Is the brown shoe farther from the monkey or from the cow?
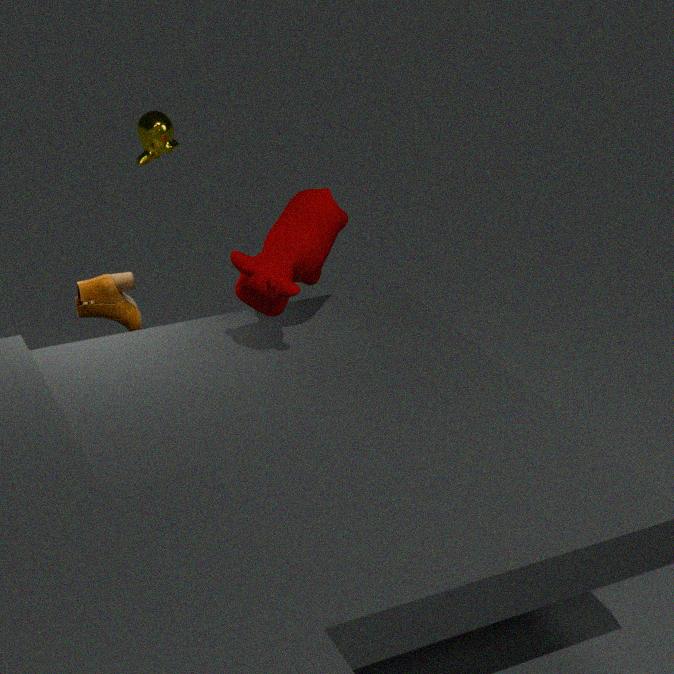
the cow
